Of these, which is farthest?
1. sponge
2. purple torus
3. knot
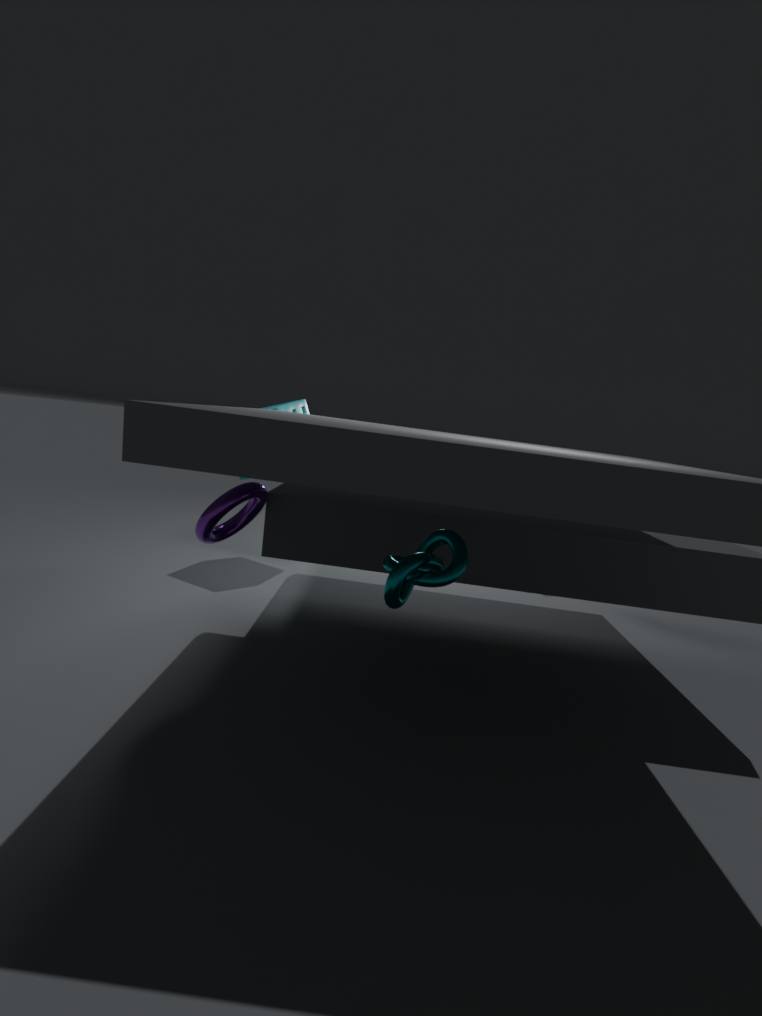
sponge
